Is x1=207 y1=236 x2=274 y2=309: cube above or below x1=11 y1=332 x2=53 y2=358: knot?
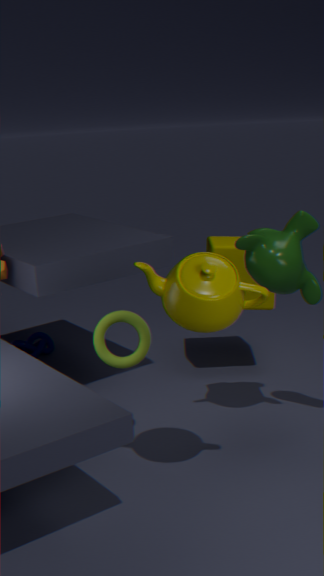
above
